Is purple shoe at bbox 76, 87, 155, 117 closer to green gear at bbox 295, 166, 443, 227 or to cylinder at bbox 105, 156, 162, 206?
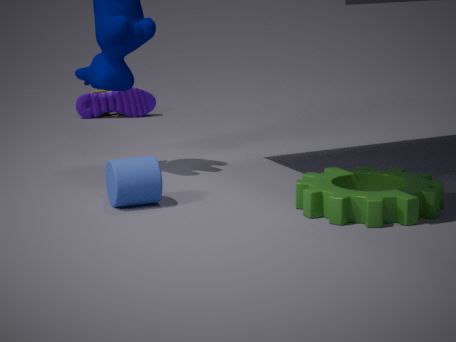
cylinder at bbox 105, 156, 162, 206
